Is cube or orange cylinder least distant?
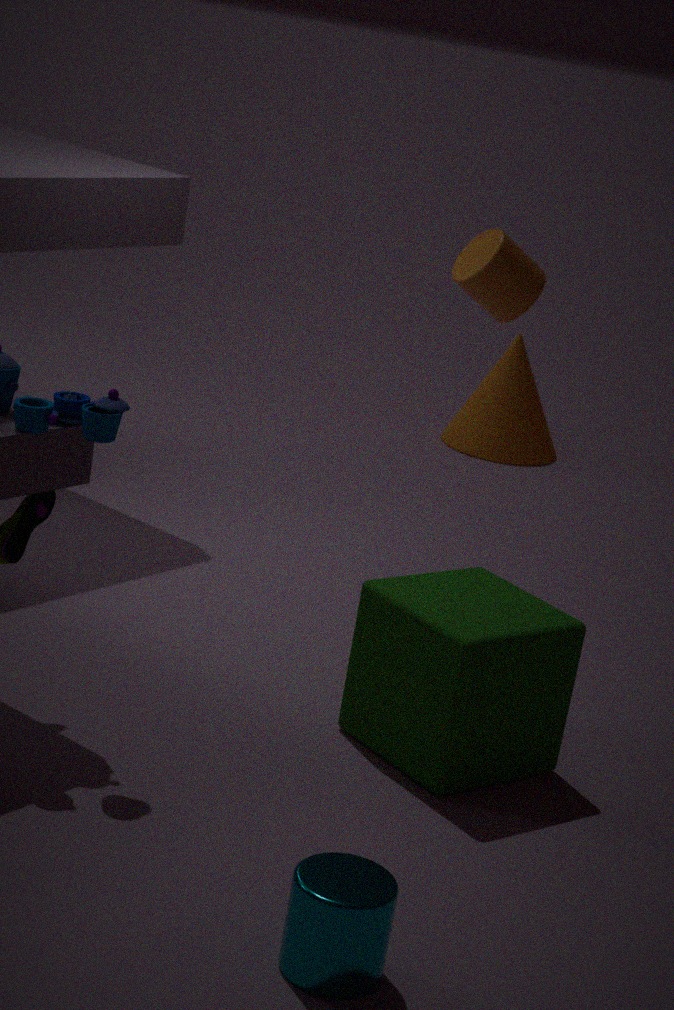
cube
